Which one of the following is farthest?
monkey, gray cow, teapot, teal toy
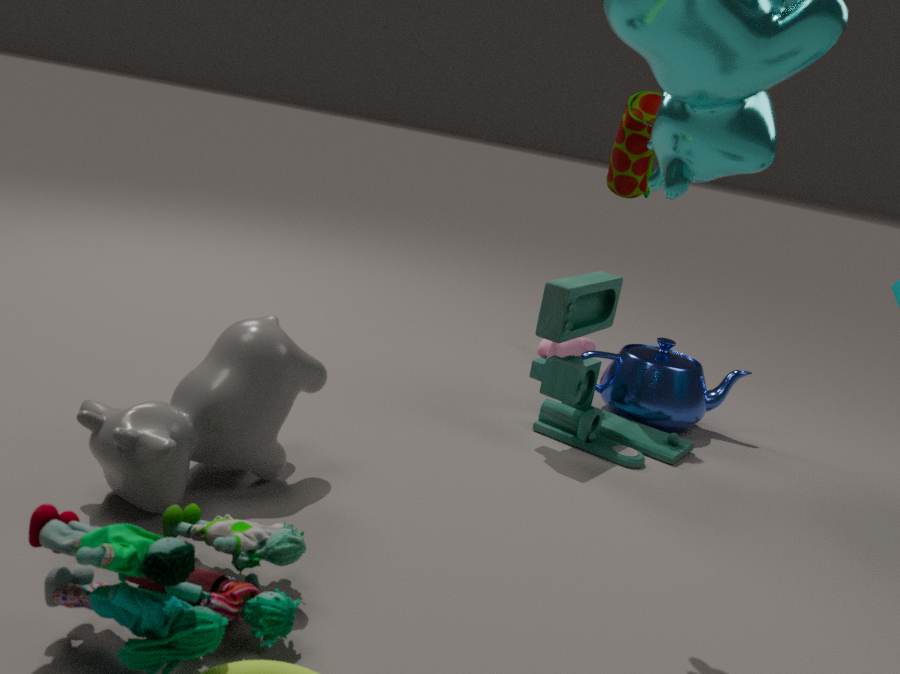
monkey
